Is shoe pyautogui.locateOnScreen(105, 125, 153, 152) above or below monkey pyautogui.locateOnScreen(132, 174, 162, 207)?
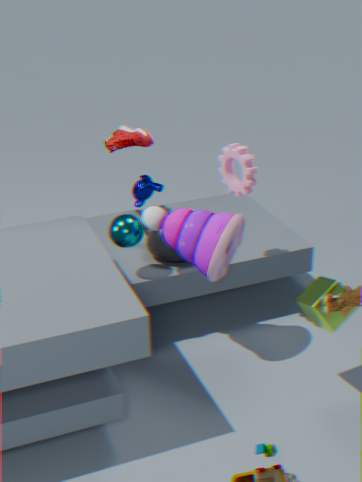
above
